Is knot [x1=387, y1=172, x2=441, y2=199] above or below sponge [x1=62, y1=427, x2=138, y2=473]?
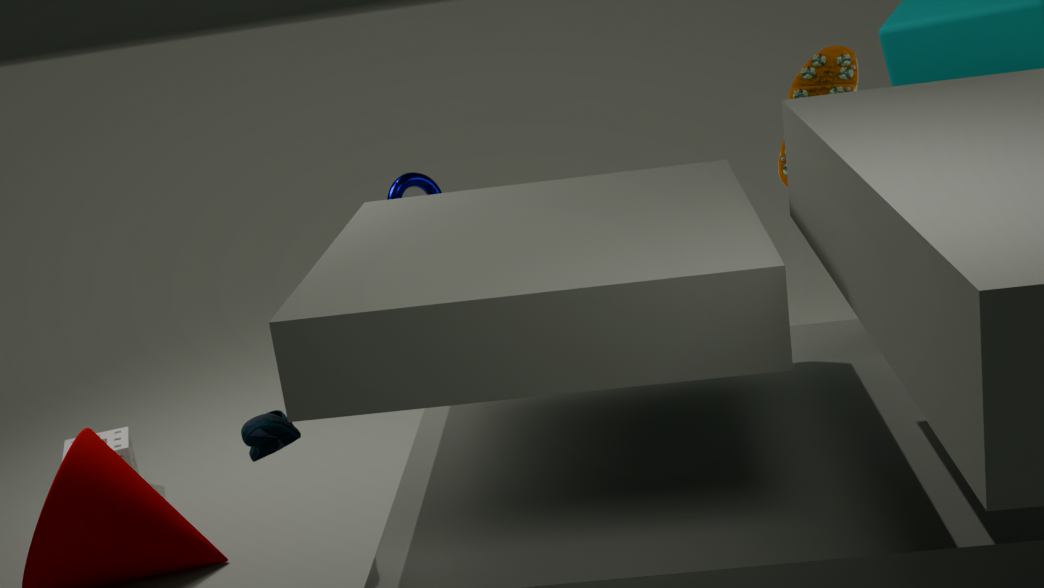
above
